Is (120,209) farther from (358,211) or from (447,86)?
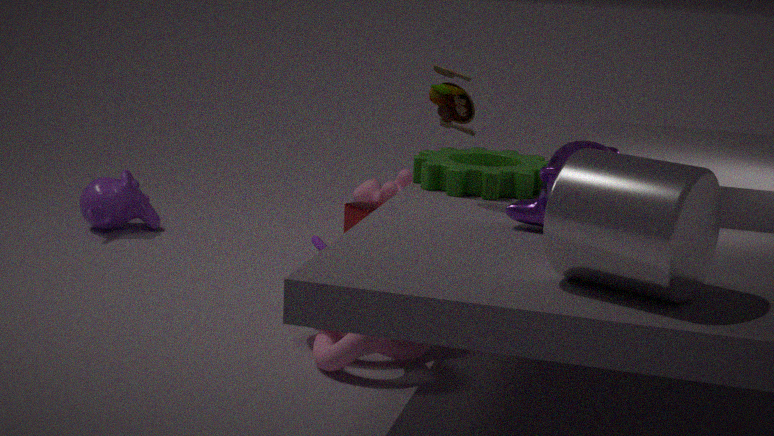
(447,86)
